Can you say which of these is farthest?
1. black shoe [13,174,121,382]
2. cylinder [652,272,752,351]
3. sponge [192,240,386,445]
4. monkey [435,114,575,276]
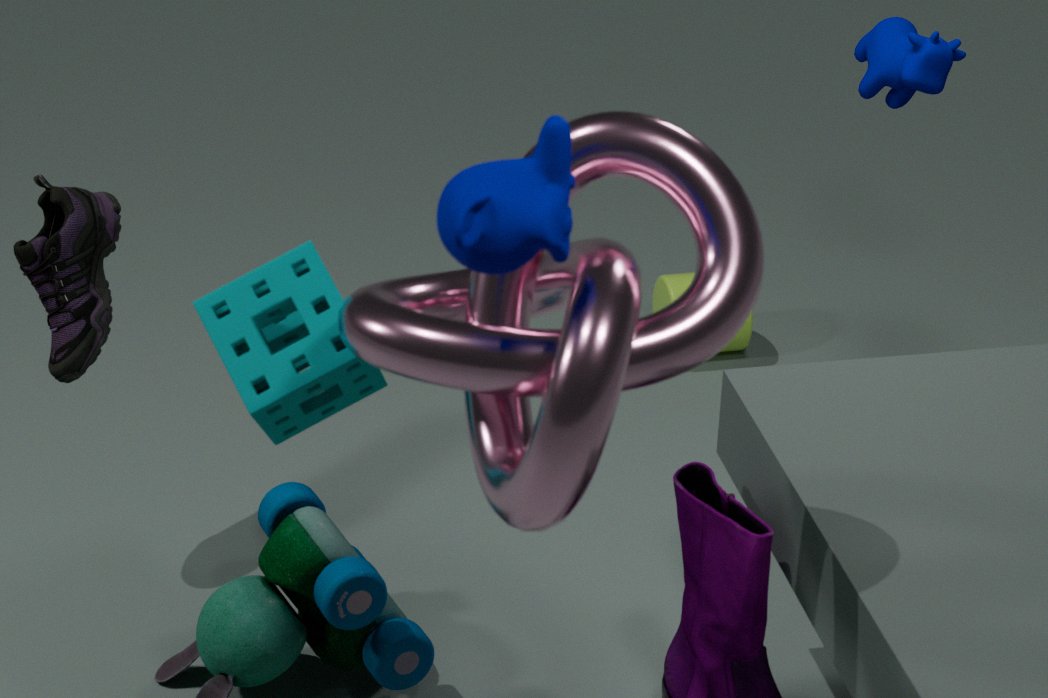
cylinder [652,272,752,351]
